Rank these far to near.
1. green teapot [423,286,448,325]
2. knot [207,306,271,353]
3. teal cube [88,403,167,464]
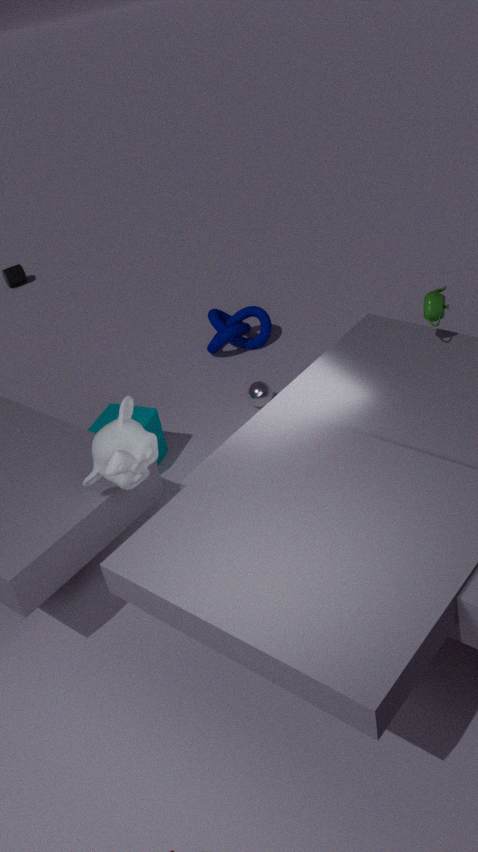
knot [207,306,271,353] < teal cube [88,403,167,464] < green teapot [423,286,448,325]
